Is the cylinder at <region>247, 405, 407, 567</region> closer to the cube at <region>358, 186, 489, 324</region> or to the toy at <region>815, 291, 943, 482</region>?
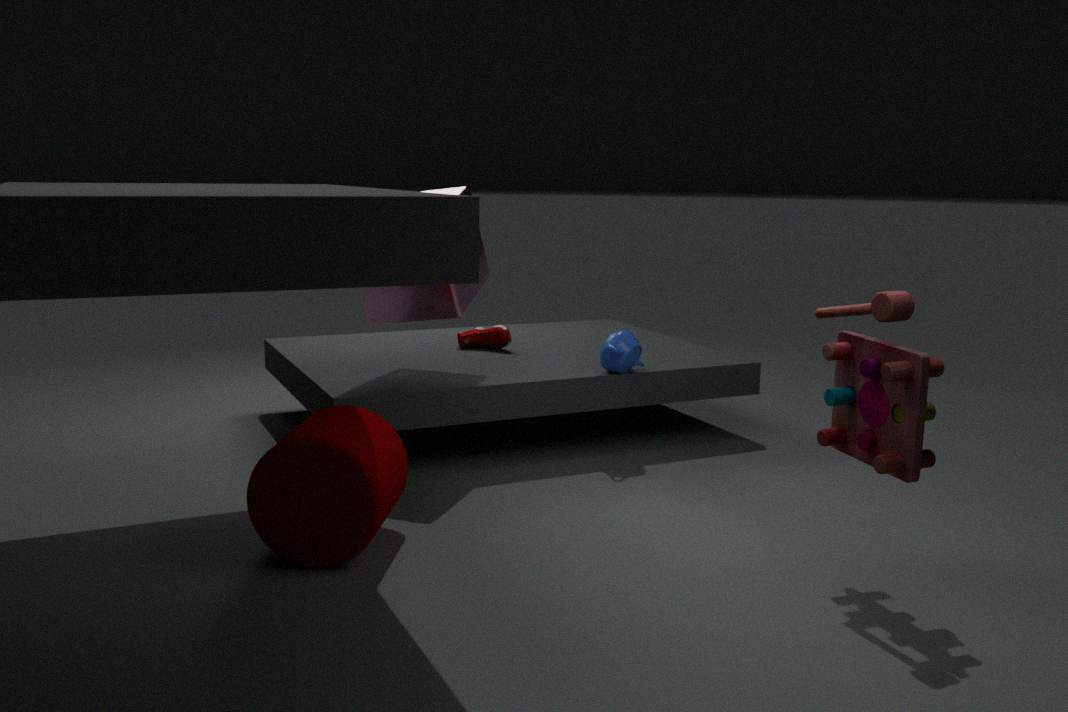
the cube at <region>358, 186, 489, 324</region>
